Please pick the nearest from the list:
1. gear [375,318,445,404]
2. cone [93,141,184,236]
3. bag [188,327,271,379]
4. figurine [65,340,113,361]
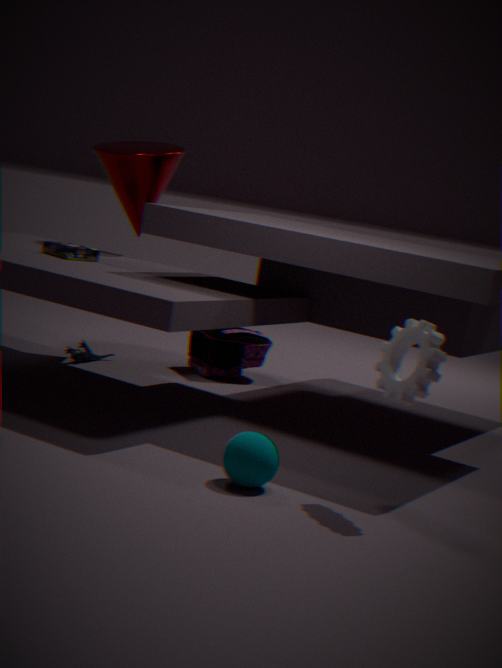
gear [375,318,445,404]
